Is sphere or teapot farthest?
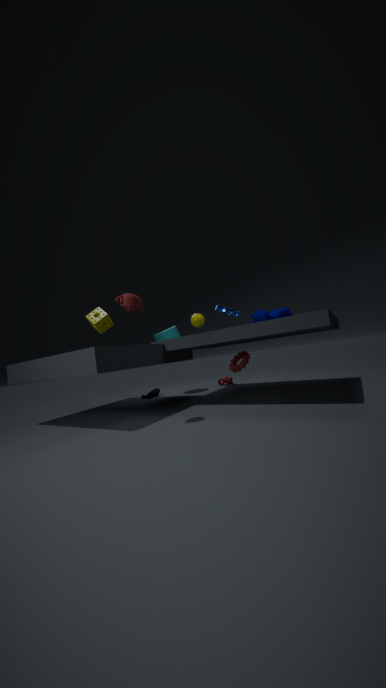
sphere
